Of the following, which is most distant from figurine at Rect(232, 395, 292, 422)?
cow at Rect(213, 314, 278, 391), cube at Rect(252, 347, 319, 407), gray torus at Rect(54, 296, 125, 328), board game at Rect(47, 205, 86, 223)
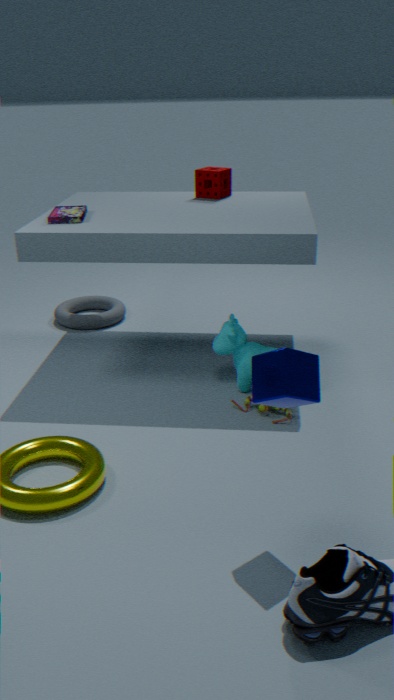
gray torus at Rect(54, 296, 125, 328)
